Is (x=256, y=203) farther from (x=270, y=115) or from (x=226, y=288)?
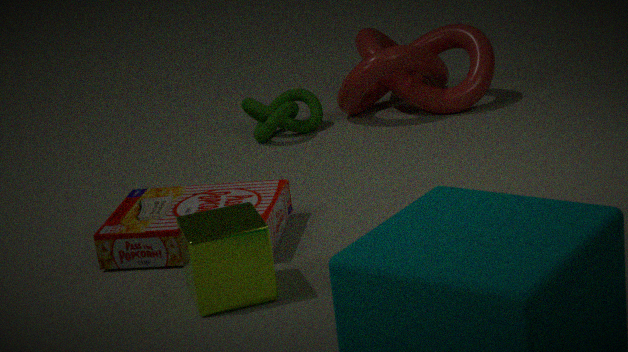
(x=270, y=115)
